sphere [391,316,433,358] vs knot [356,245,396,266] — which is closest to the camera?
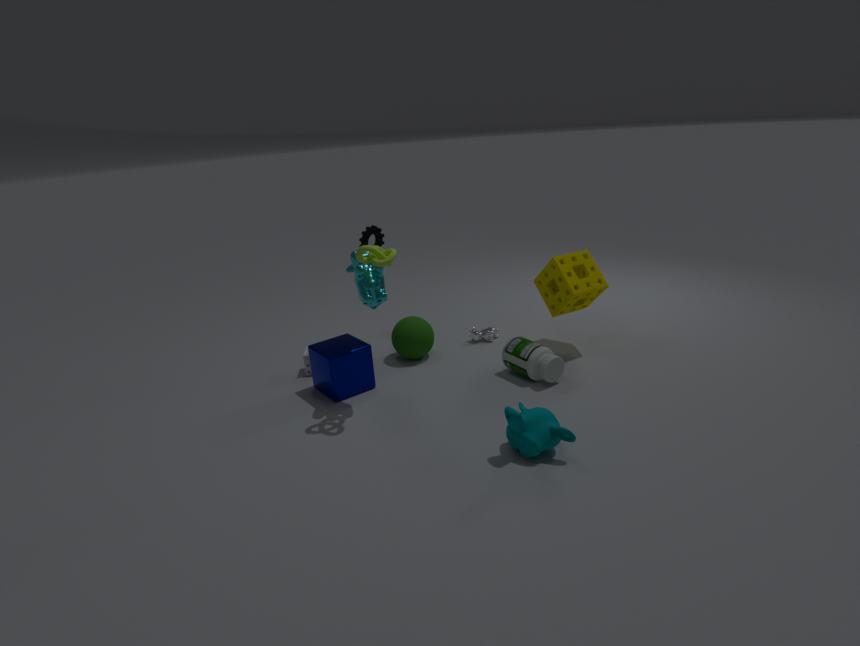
knot [356,245,396,266]
